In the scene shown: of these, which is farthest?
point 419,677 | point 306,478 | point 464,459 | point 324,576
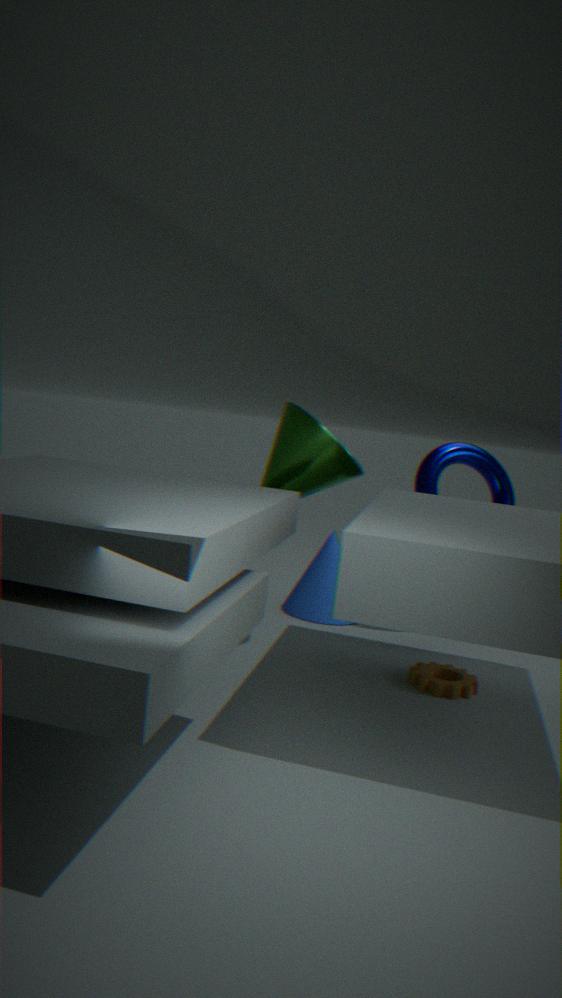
point 324,576
